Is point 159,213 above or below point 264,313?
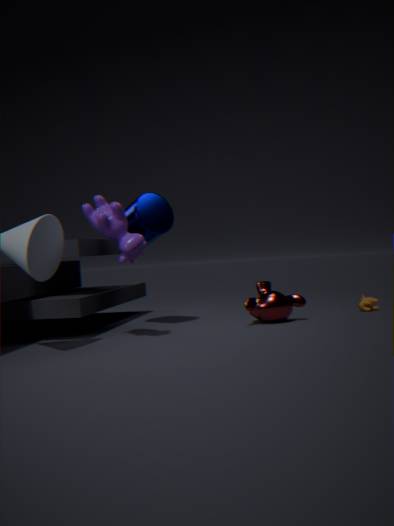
above
